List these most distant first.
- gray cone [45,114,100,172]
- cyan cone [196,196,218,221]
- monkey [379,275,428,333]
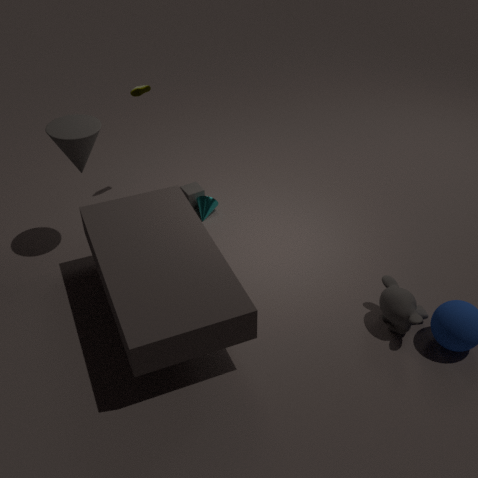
cyan cone [196,196,218,221], gray cone [45,114,100,172], monkey [379,275,428,333]
